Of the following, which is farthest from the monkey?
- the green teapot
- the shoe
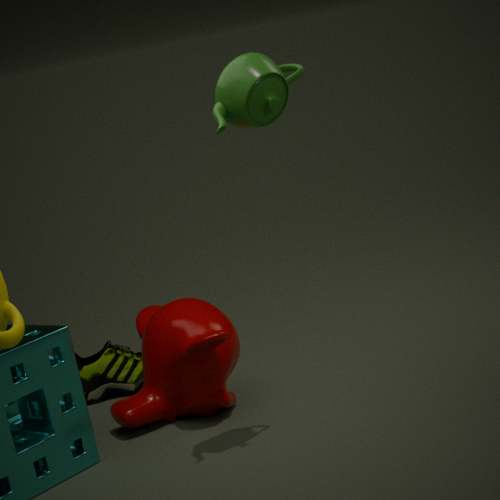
the green teapot
